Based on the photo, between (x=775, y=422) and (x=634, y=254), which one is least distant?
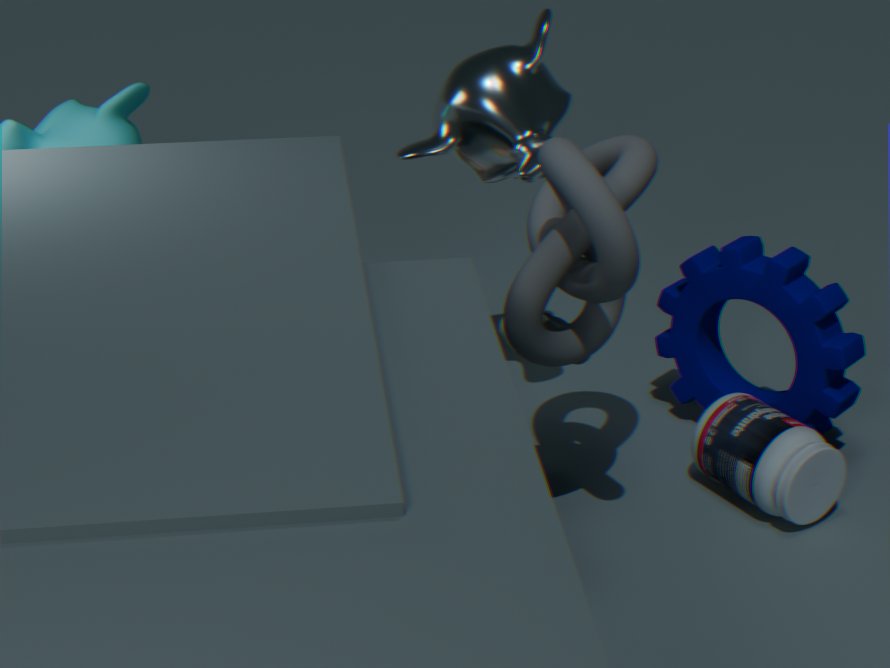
(x=634, y=254)
